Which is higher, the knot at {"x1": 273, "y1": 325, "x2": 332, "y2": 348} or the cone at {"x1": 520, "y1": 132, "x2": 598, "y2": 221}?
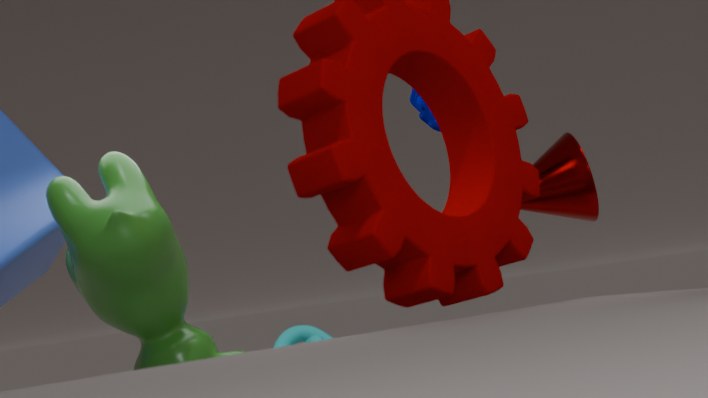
the cone at {"x1": 520, "y1": 132, "x2": 598, "y2": 221}
